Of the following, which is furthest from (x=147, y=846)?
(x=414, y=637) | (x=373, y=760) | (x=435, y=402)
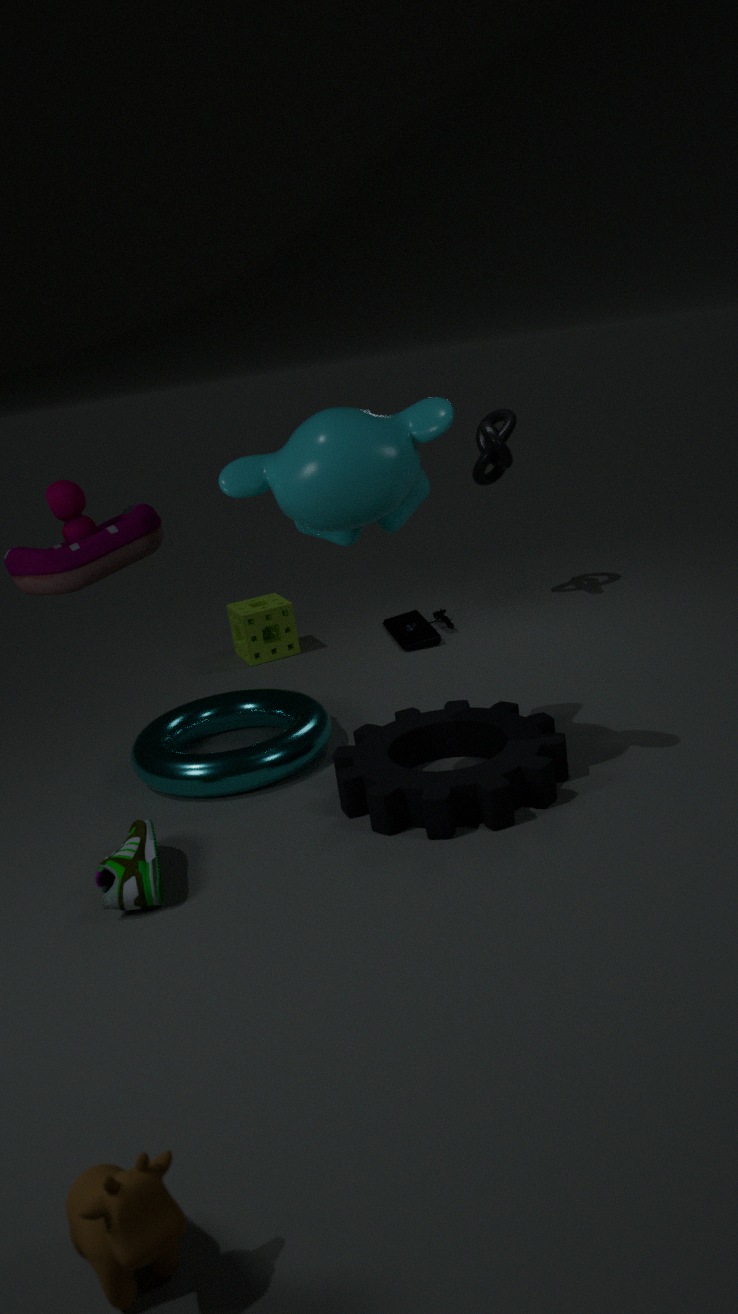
(x=414, y=637)
